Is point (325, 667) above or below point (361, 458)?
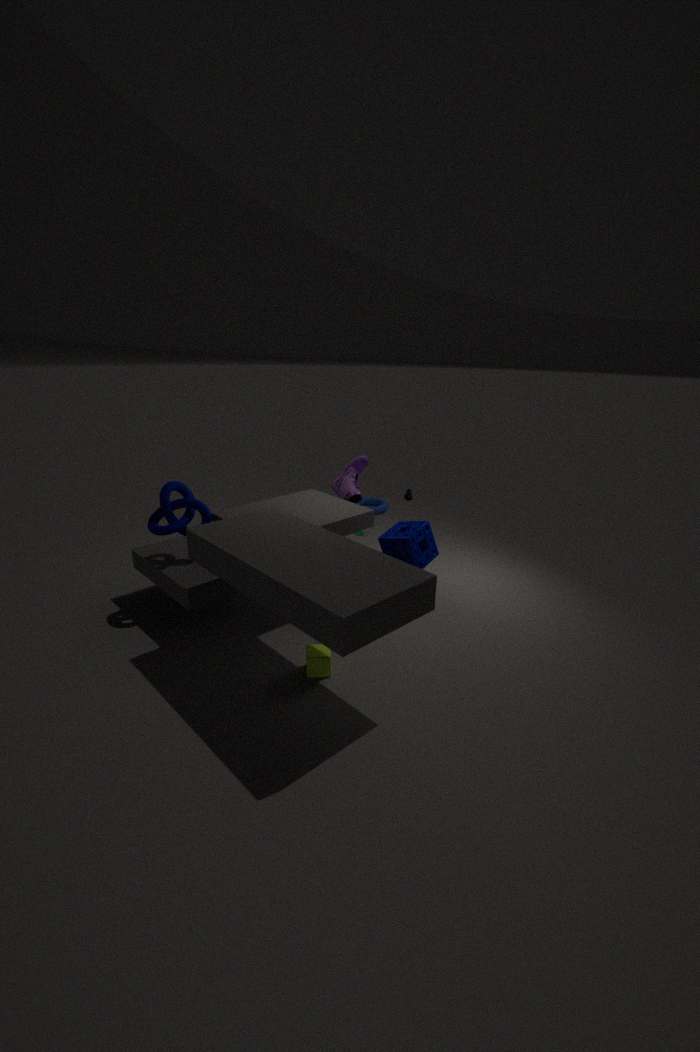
below
